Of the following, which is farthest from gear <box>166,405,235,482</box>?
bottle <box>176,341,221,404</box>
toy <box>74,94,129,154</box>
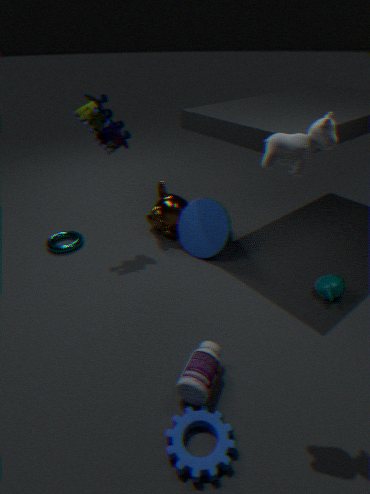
toy <box>74,94,129,154</box>
